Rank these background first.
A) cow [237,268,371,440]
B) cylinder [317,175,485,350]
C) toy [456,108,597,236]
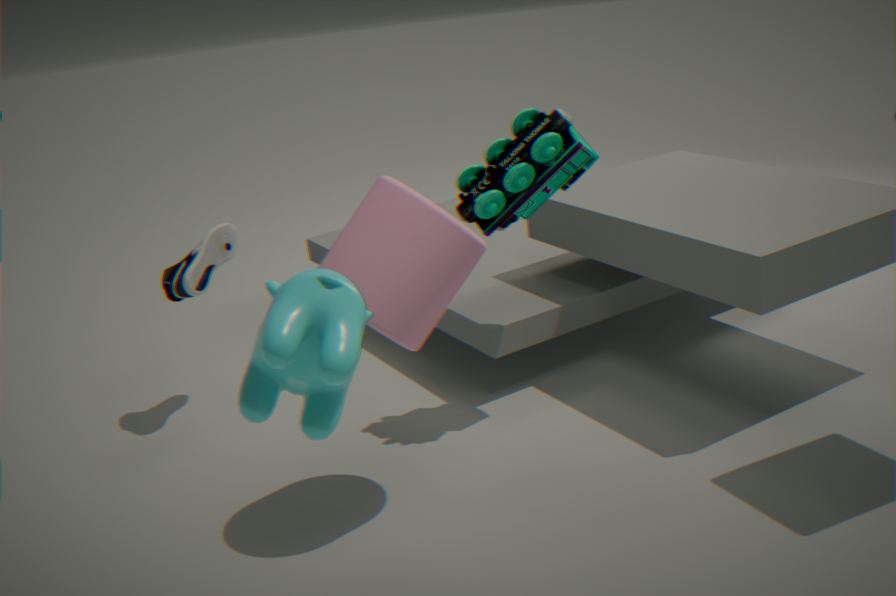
1. toy [456,108,597,236]
2. cylinder [317,175,485,350]
3. cow [237,268,371,440]
